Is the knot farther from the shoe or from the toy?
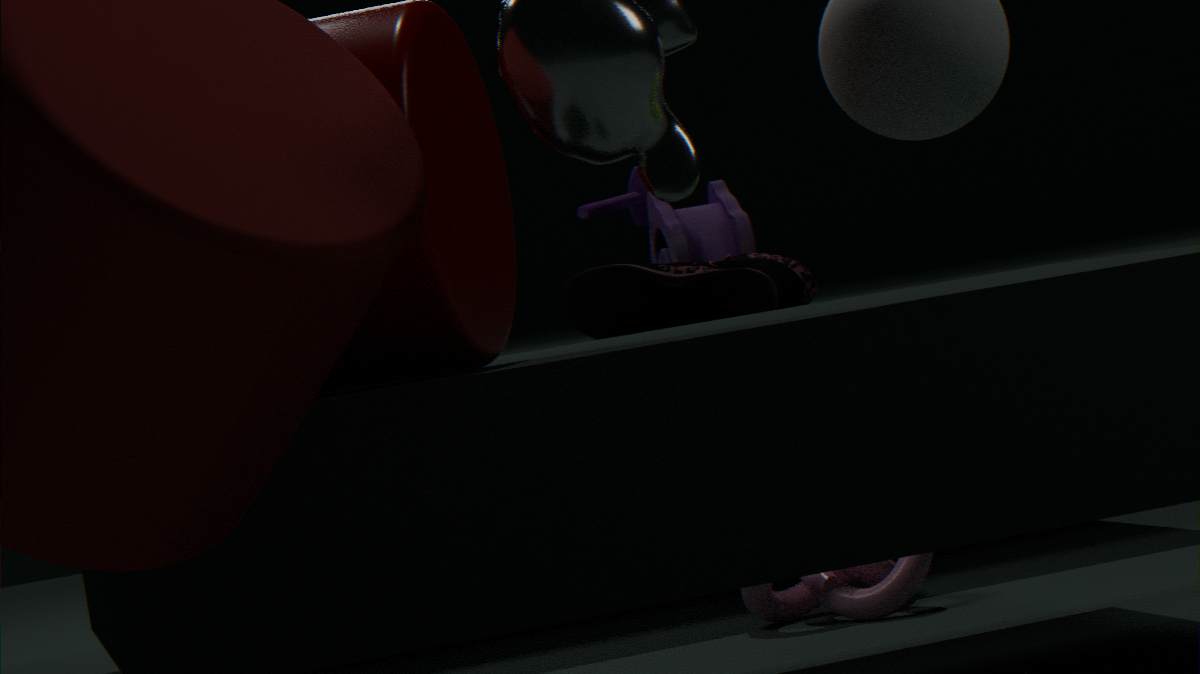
the toy
